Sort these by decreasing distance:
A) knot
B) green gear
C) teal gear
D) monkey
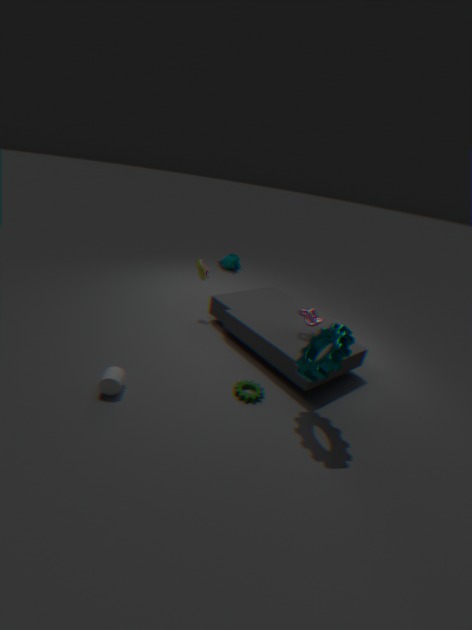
monkey → knot → green gear → teal gear
